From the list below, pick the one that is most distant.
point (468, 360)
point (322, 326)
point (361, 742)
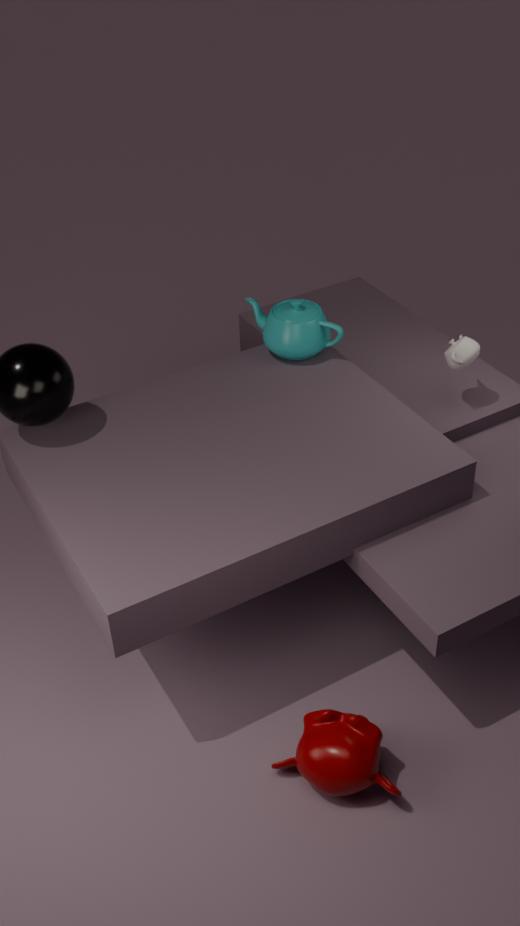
point (322, 326)
